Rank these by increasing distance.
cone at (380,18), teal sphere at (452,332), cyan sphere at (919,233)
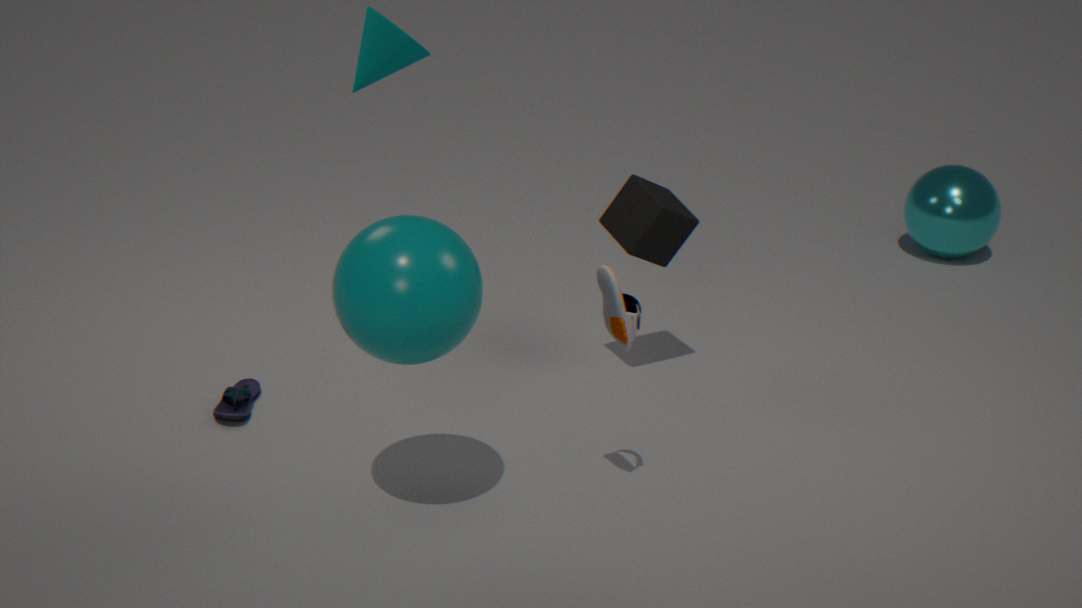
teal sphere at (452,332)
cone at (380,18)
cyan sphere at (919,233)
